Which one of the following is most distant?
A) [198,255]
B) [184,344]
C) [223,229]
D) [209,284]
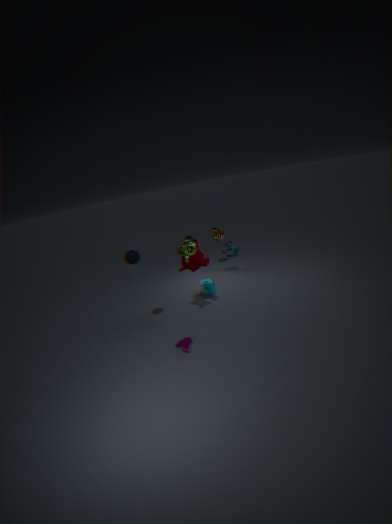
[223,229]
